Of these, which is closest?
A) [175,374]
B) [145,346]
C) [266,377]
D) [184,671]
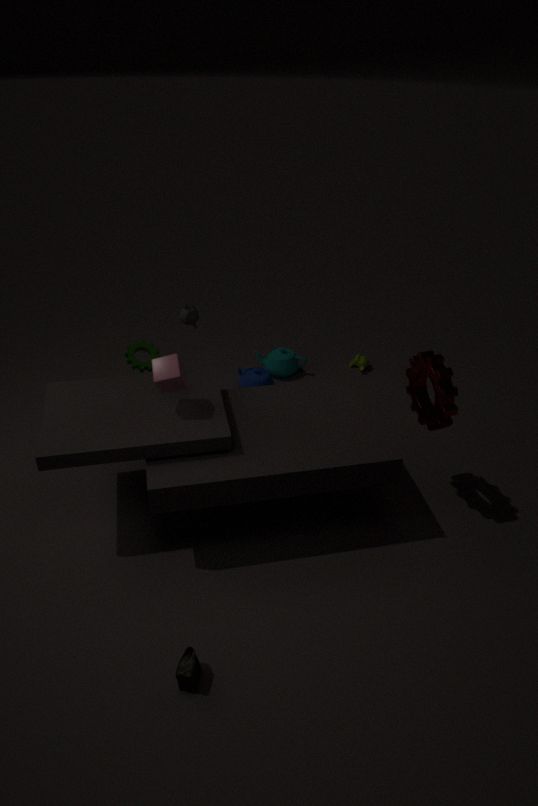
[184,671]
